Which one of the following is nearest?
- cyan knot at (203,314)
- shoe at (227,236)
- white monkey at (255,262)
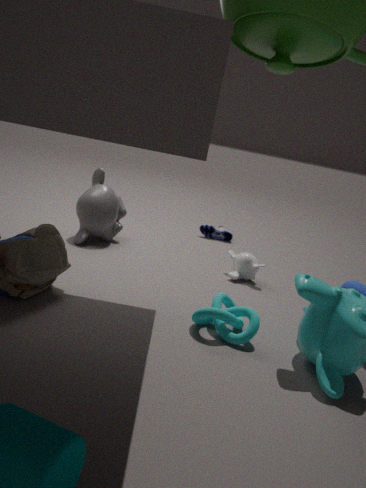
cyan knot at (203,314)
